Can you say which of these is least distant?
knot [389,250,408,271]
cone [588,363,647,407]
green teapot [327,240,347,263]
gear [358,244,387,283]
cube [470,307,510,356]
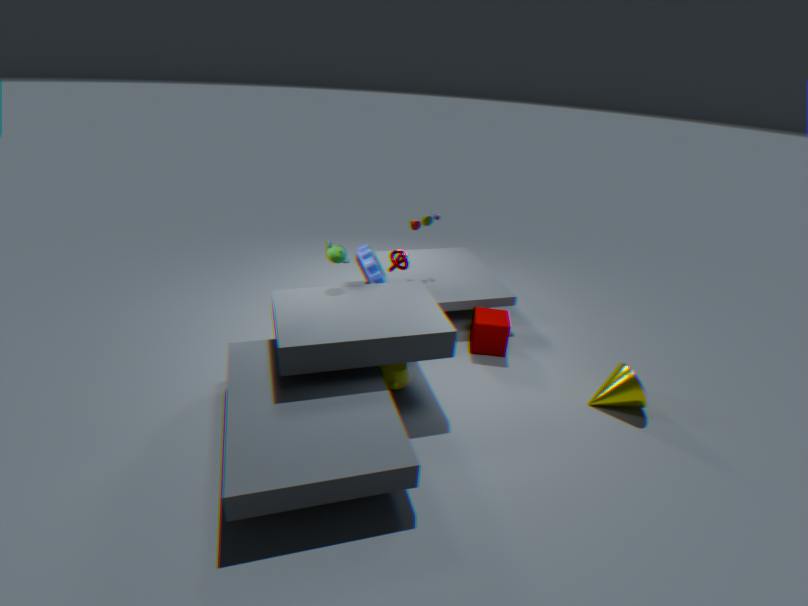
cone [588,363,647,407]
